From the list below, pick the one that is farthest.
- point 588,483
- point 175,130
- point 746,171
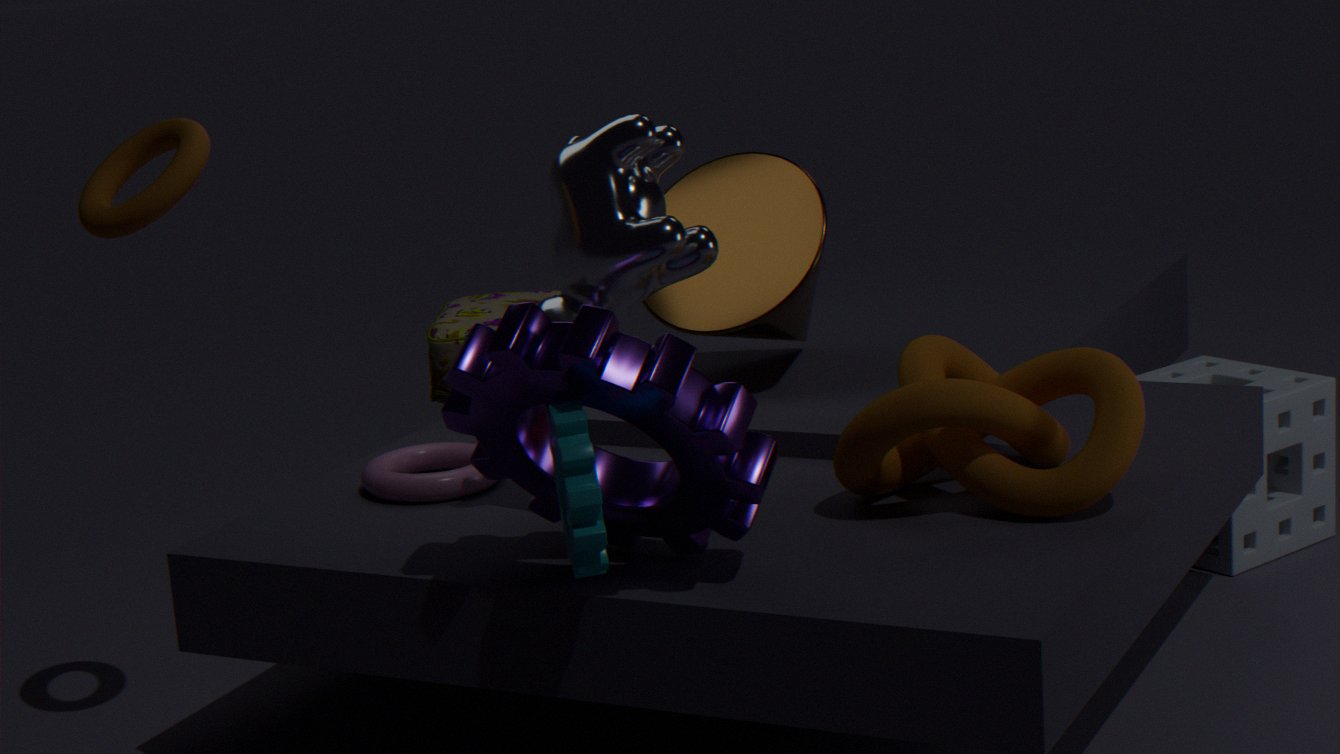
point 746,171
